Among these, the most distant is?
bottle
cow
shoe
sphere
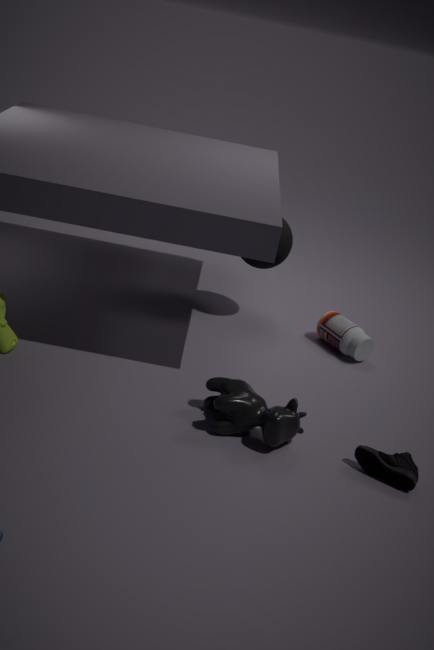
sphere
